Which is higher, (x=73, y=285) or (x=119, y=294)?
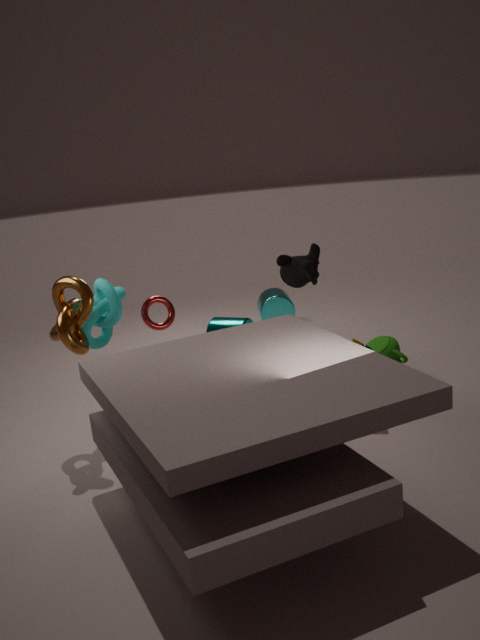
(x=73, y=285)
